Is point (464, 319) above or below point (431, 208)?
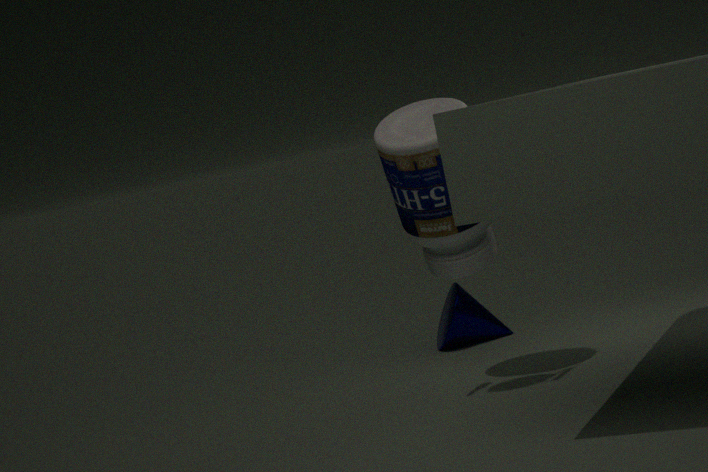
below
